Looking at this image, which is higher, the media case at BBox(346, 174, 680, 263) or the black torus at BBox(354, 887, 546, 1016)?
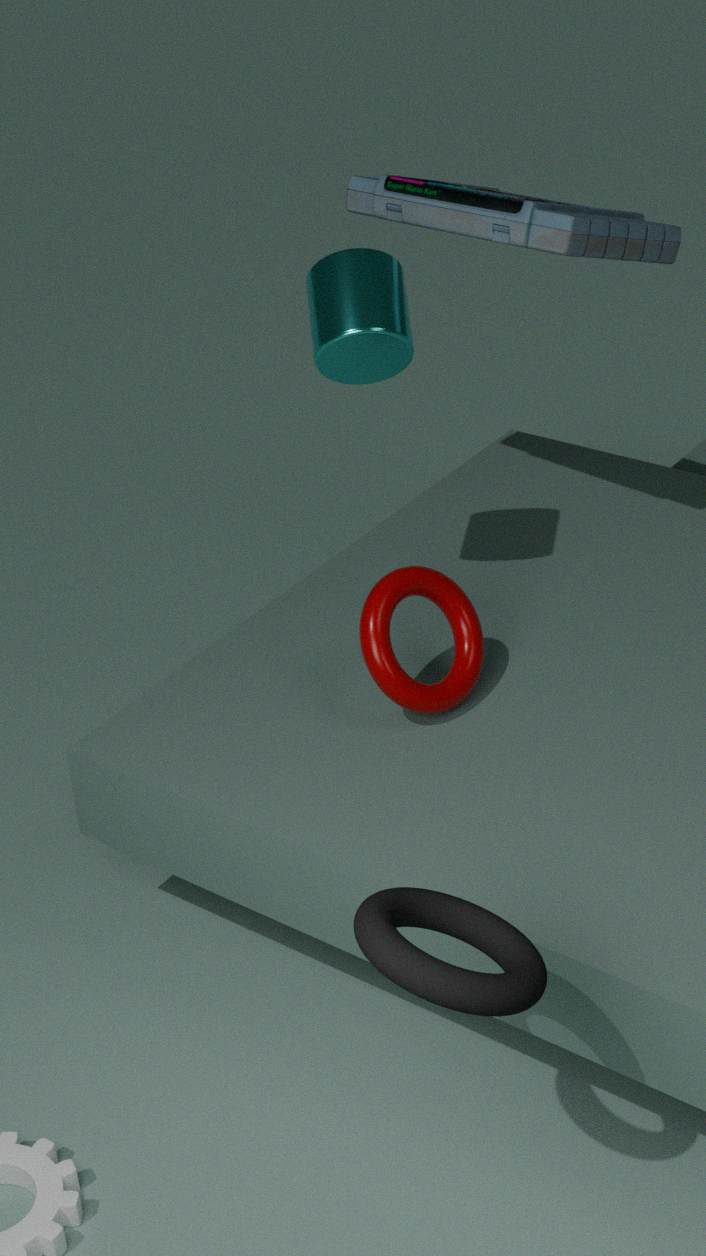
the media case at BBox(346, 174, 680, 263)
